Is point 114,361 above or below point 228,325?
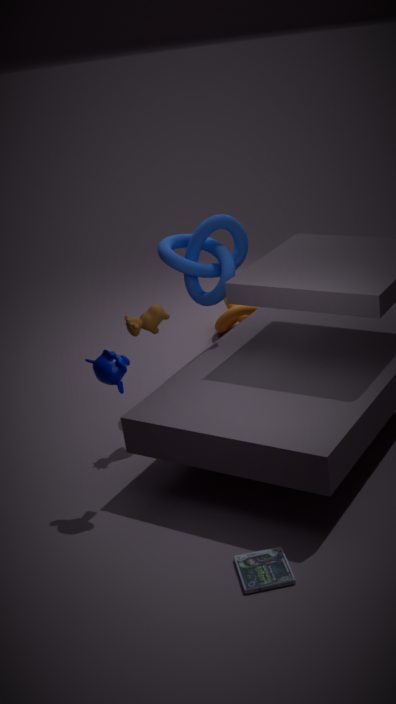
above
